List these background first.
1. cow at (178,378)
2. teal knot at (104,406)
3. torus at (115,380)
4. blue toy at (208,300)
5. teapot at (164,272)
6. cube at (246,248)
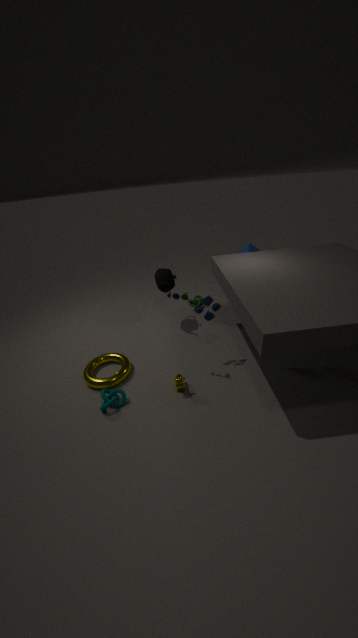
cube at (246,248) → teapot at (164,272) → torus at (115,380) → blue toy at (208,300) → cow at (178,378) → teal knot at (104,406)
